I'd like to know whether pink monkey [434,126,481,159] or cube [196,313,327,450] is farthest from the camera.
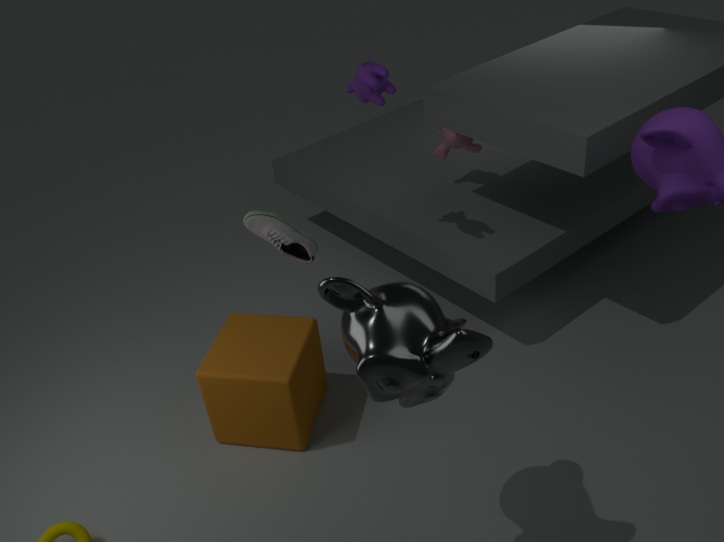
pink monkey [434,126,481,159]
